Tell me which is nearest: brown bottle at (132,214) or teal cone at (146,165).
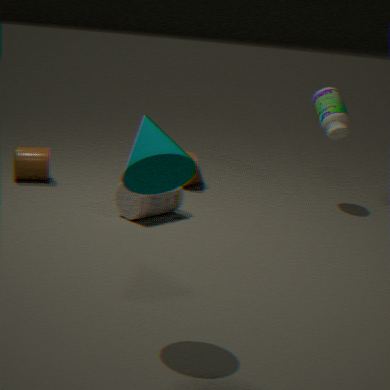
teal cone at (146,165)
